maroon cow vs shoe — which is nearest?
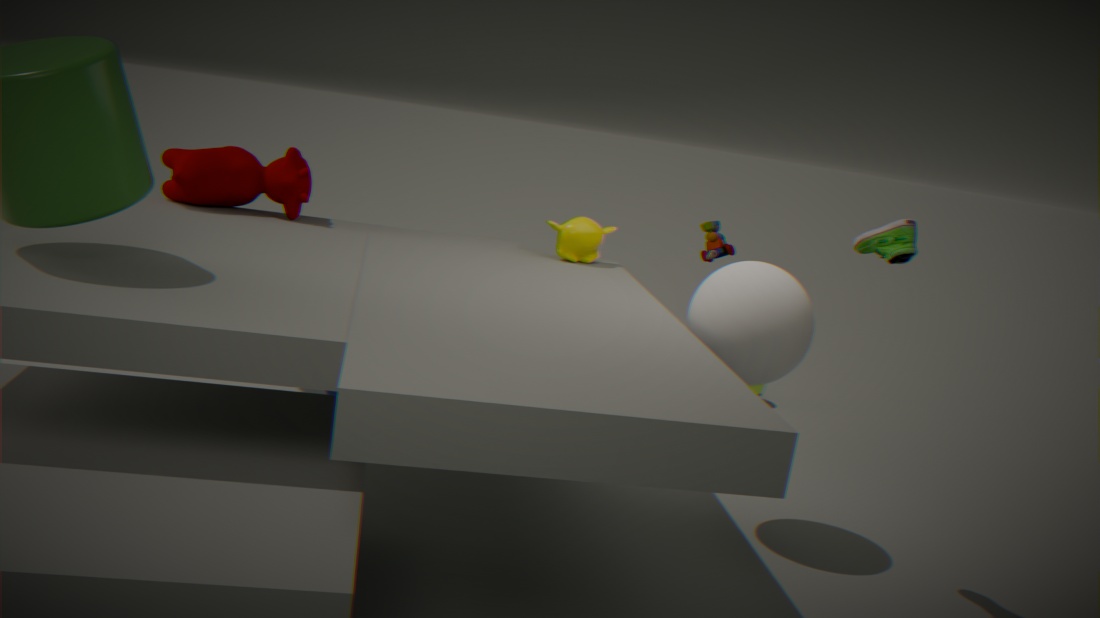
shoe
